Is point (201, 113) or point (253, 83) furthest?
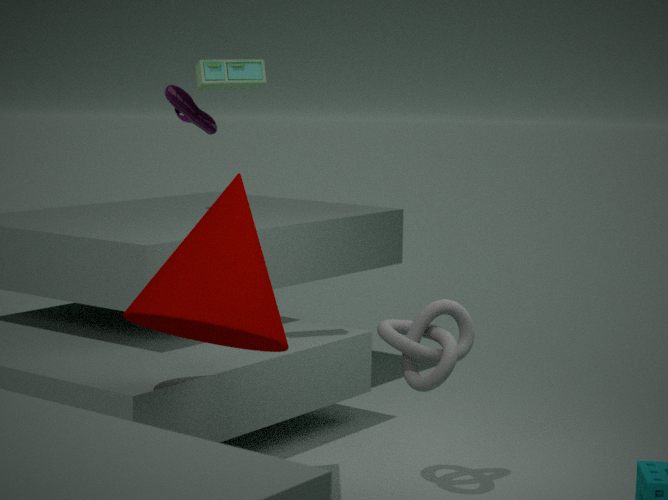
point (201, 113)
